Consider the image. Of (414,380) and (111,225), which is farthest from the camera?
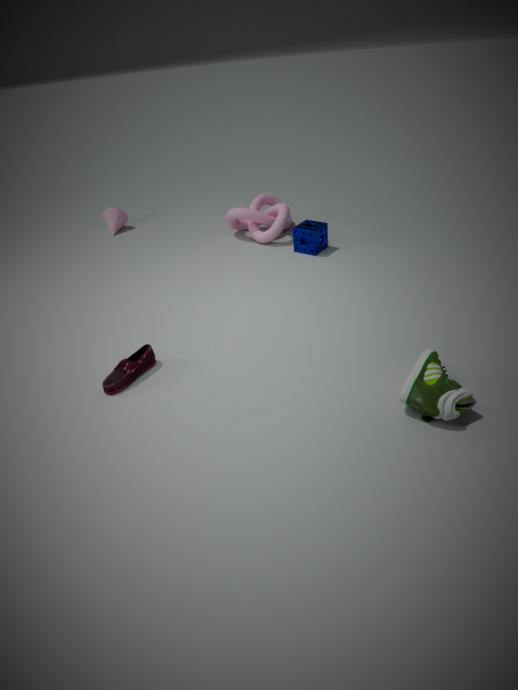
(111,225)
